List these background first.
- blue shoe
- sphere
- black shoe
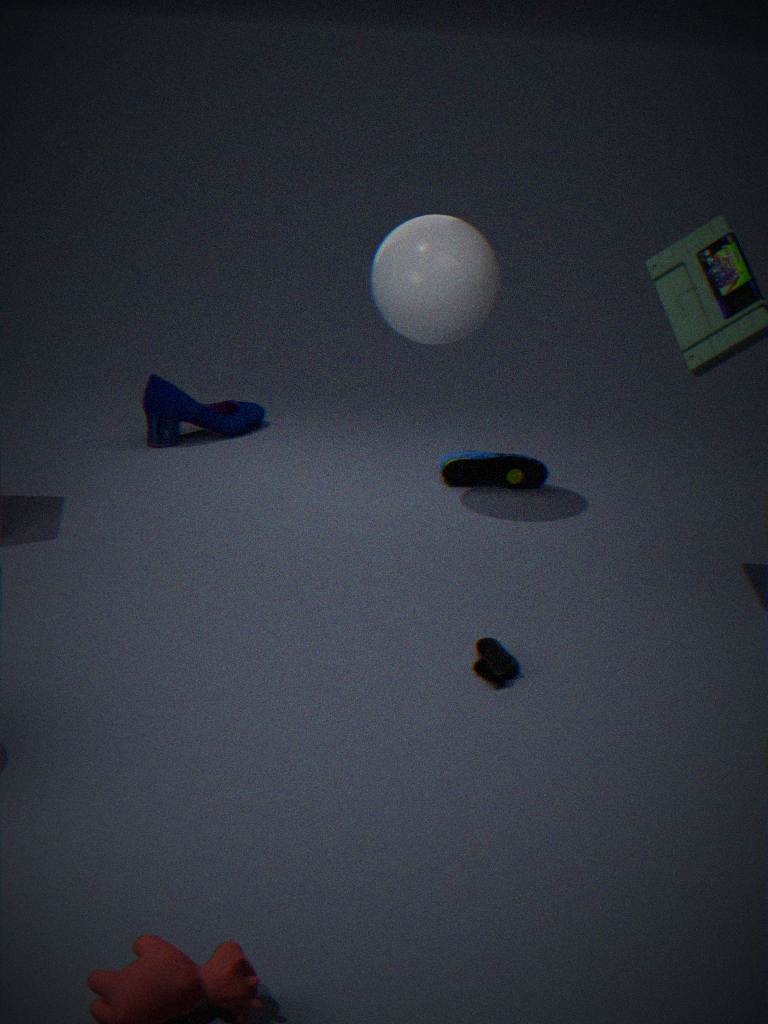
black shoe → sphere → blue shoe
